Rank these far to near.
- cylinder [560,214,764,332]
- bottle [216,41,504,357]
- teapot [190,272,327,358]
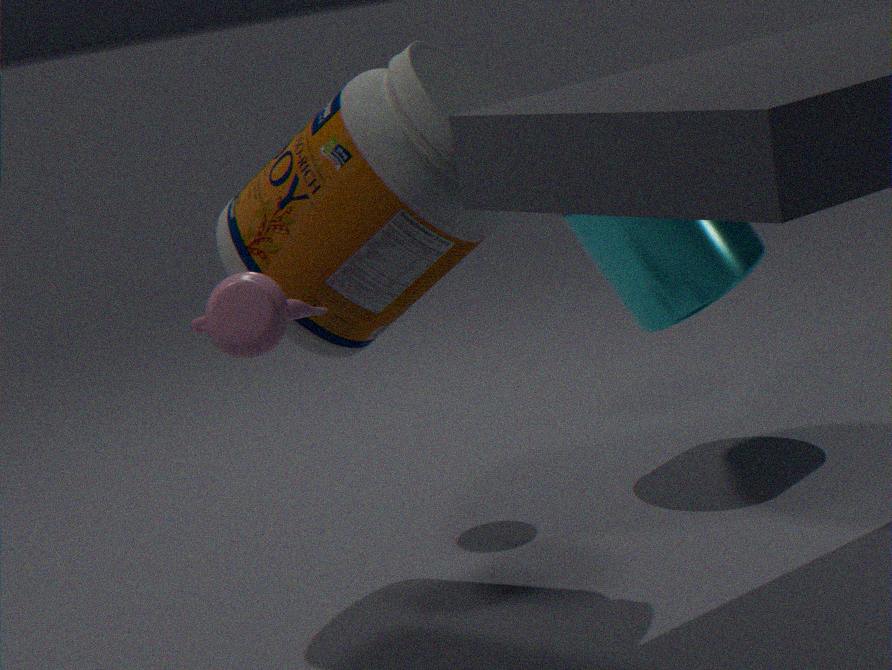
cylinder [560,214,764,332] < bottle [216,41,504,357] < teapot [190,272,327,358]
